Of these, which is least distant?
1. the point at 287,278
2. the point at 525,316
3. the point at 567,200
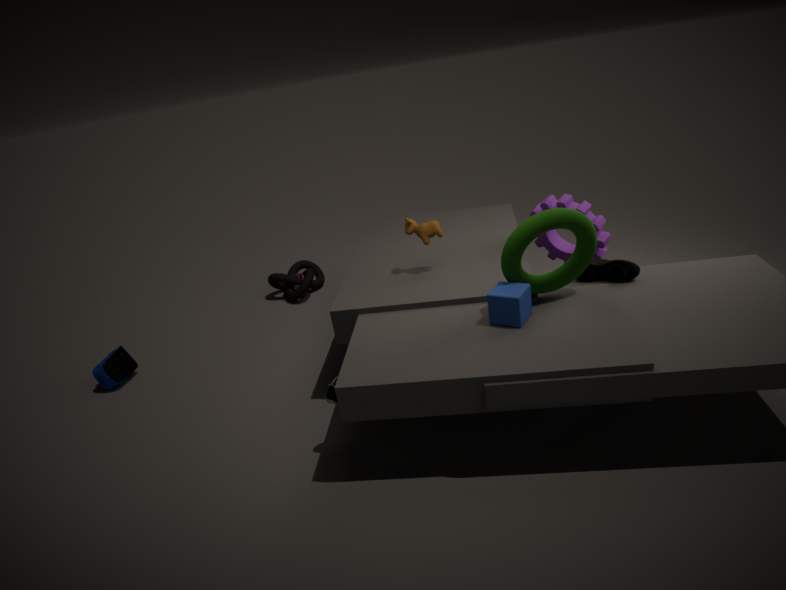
the point at 525,316
